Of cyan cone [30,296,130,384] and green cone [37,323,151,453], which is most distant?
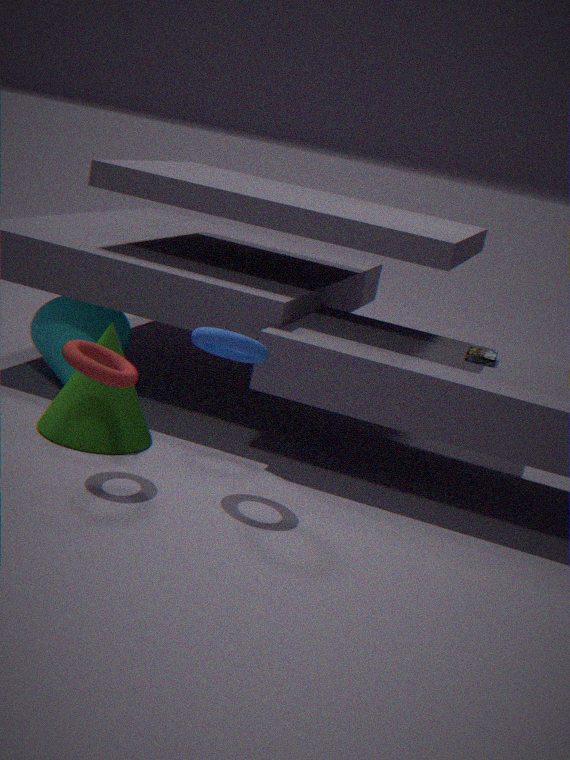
cyan cone [30,296,130,384]
